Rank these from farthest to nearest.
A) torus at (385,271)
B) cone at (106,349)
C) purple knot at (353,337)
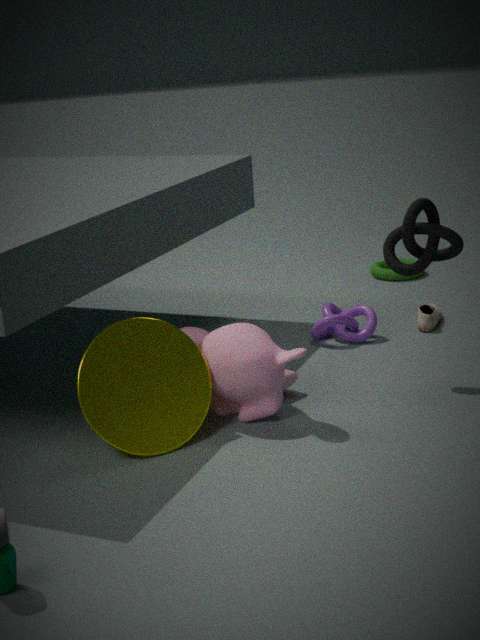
1. torus at (385,271)
2. purple knot at (353,337)
3. cone at (106,349)
